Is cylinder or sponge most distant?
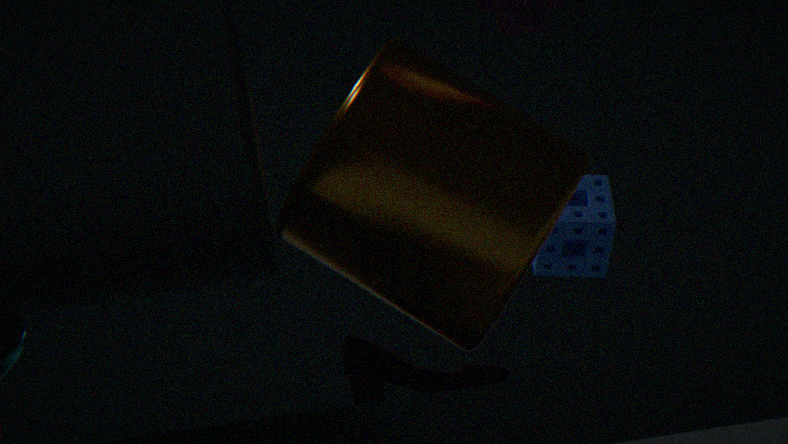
sponge
